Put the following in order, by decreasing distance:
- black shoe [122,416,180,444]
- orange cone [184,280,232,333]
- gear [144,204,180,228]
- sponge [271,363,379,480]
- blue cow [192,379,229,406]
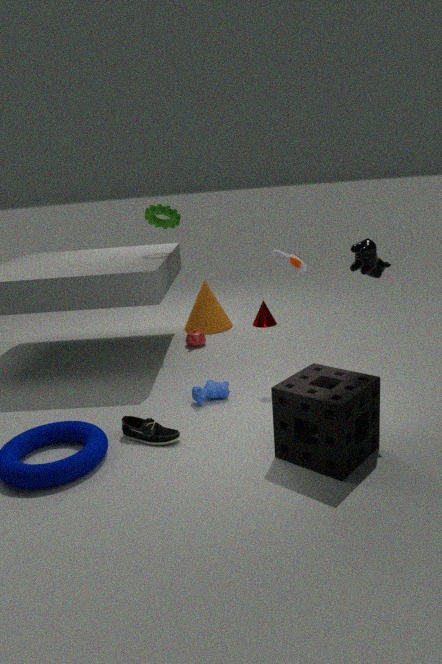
orange cone [184,280,232,333]
gear [144,204,180,228]
blue cow [192,379,229,406]
black shoe [122,416,180,444]
sponge [271,363,379,480]
